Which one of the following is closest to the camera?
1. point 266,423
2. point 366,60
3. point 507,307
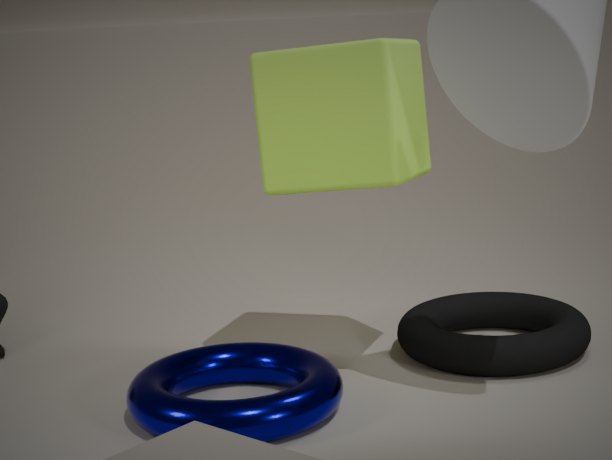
point 266,423
